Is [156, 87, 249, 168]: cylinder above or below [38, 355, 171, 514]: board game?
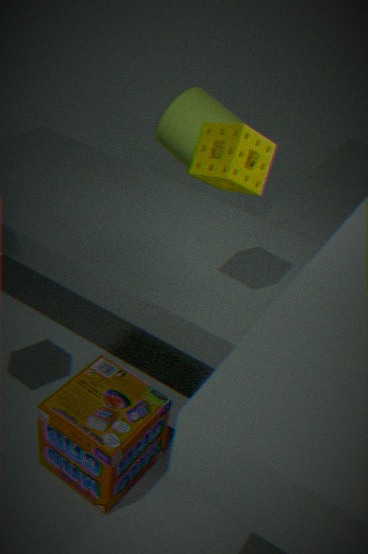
above
